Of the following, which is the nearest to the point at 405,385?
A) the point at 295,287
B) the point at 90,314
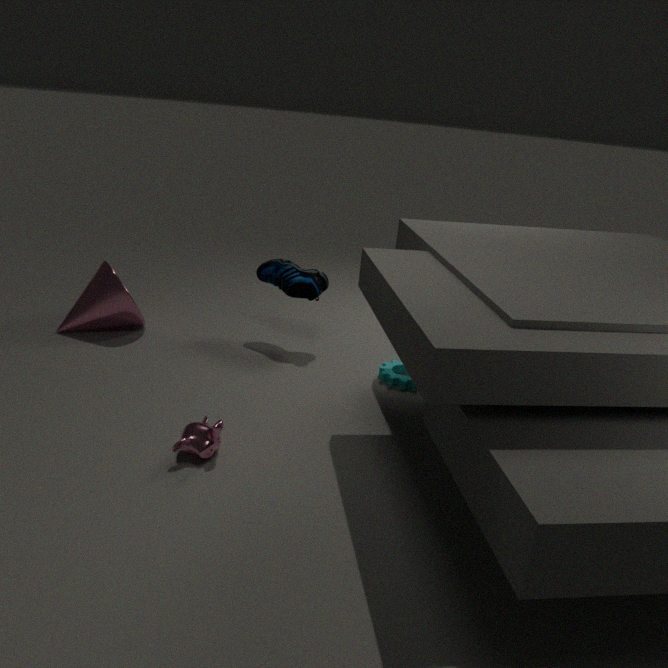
the point at 295,287
